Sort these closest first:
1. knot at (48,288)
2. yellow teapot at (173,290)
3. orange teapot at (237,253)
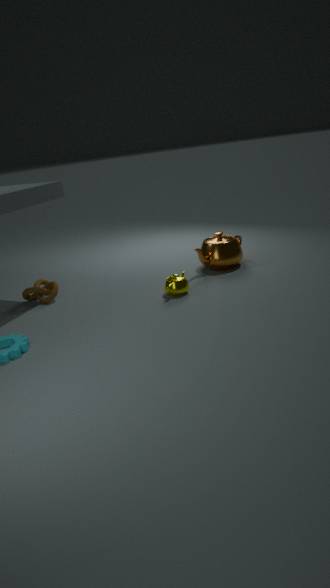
yellow teapot at (173,290)
knot at (48,288)
orange teapot at (237,253)
